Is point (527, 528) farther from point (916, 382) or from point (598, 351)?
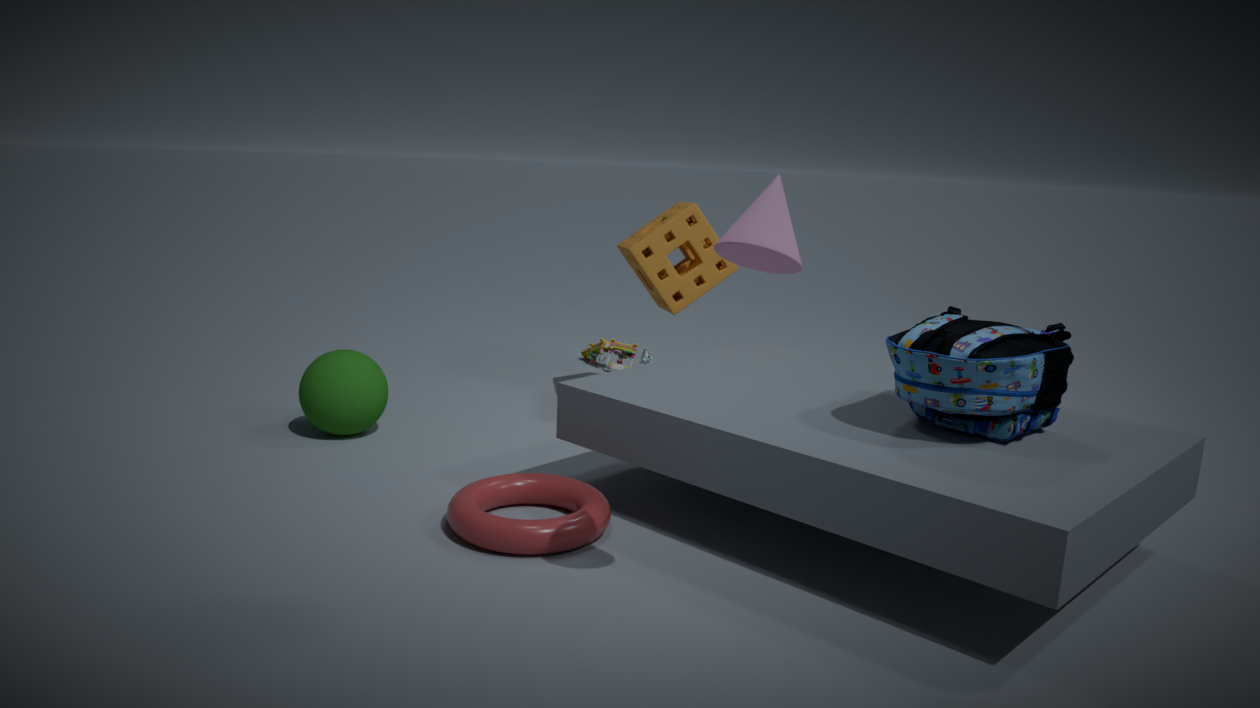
point (598, 351)
